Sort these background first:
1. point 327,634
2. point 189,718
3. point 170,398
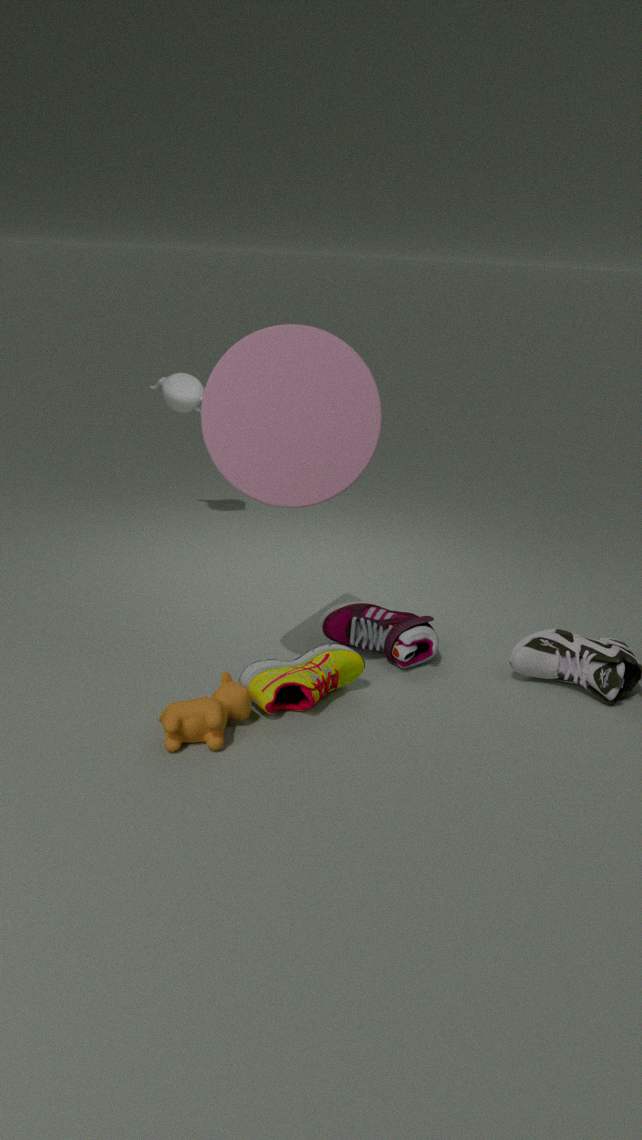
point 170,398
point 327,634
point 189,718
